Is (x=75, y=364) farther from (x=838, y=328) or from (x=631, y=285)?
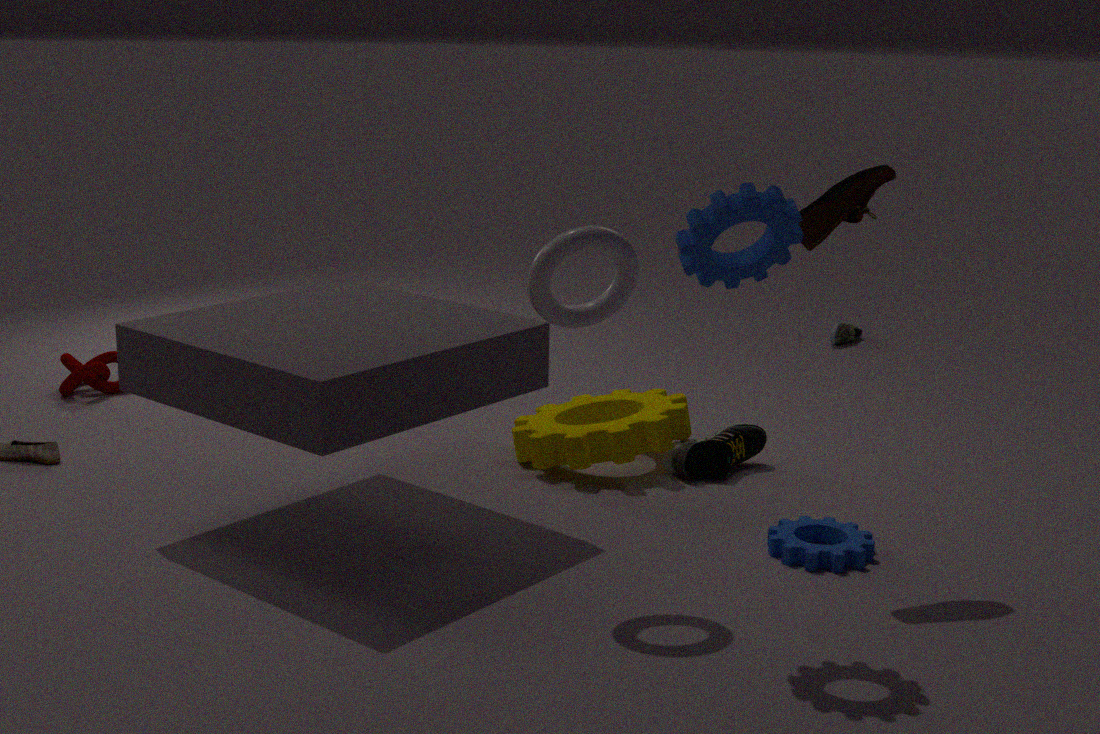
(x=838, y=328)
